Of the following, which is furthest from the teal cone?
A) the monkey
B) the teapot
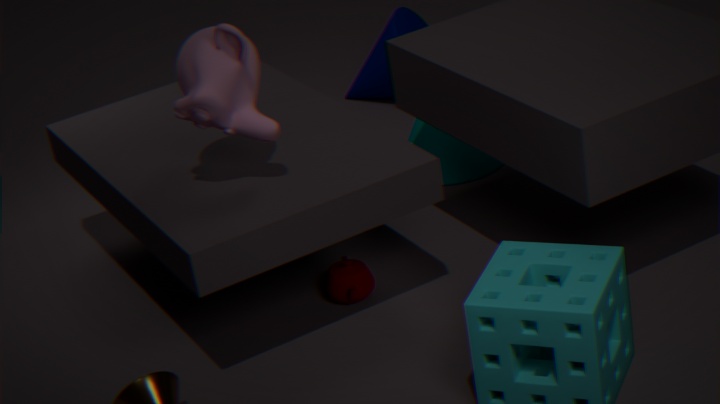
the monkey
